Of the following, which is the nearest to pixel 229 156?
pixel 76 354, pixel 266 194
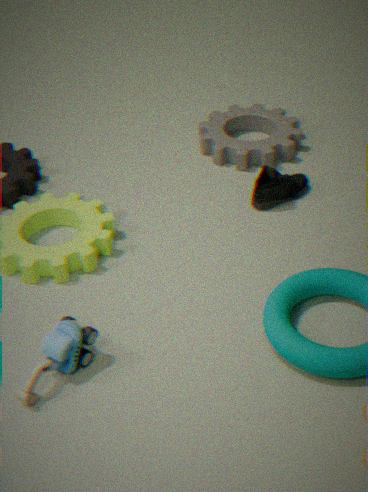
pixel 266 194
